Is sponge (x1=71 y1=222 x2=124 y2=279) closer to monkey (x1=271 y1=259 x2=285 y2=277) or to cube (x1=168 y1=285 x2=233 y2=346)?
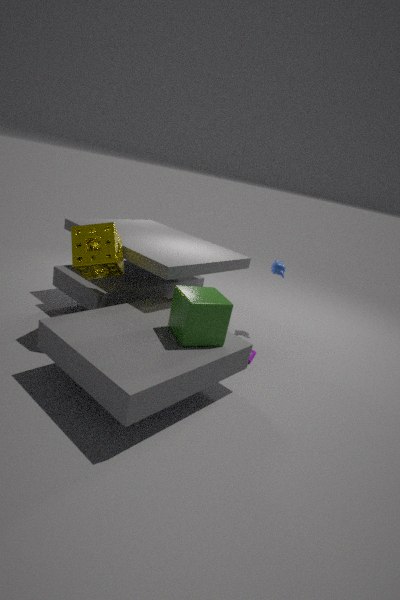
cube (x1=168 y1=285 x2=233 y2=346)
